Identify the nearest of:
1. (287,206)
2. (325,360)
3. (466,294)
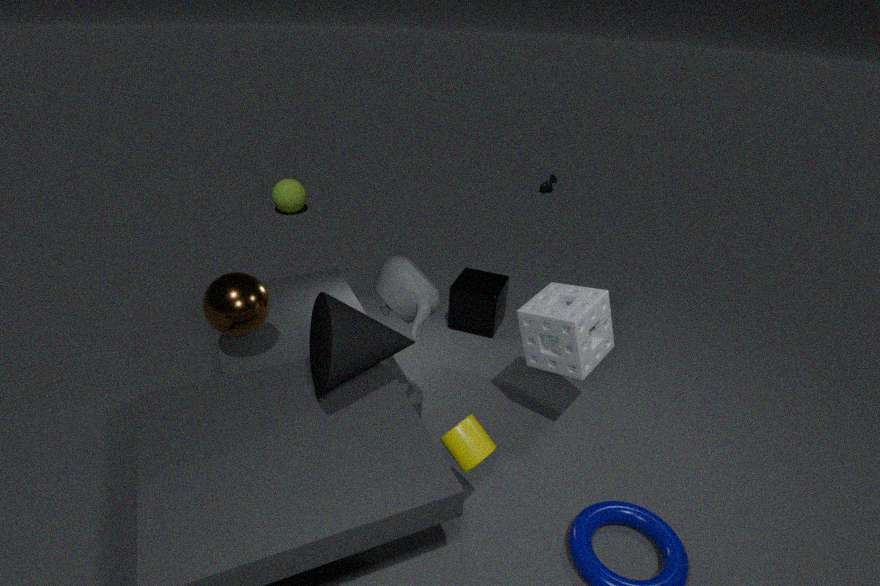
(325,360)
